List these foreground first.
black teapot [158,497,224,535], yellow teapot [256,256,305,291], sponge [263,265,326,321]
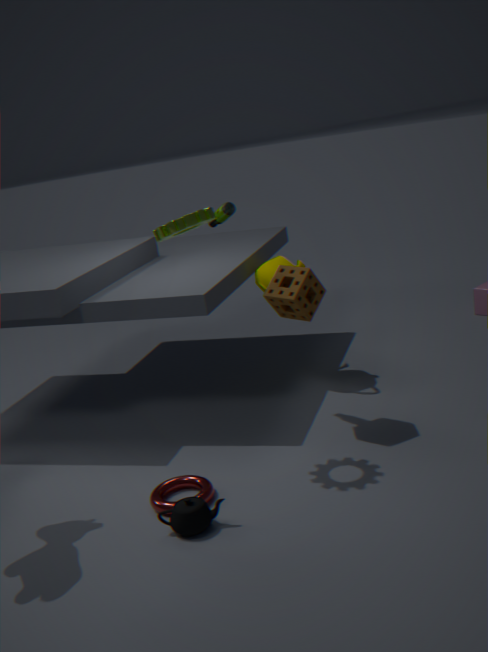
black teapot [158,497,224,535], sponge [263,265,326,321], yellow teapot [256,256,305,291]
